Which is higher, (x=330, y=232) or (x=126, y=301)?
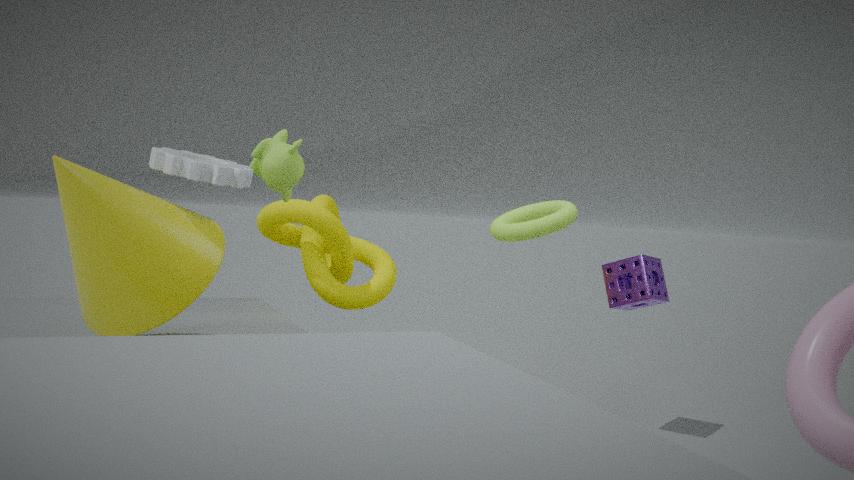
(x=126, y=301)
